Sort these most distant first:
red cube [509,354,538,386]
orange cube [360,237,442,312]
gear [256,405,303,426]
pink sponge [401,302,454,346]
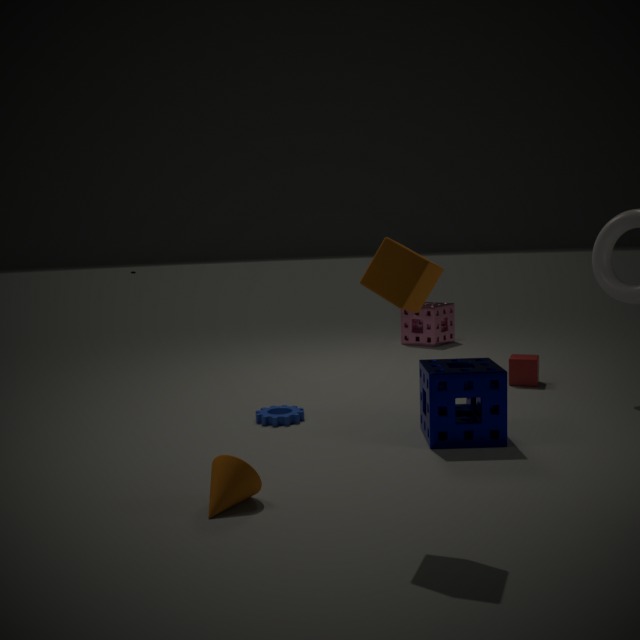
pink sponge [401,302,454,346]
red cube [509,354,538,386]
gear [256,405,303,426]
orange cube [360,237,442,312]
